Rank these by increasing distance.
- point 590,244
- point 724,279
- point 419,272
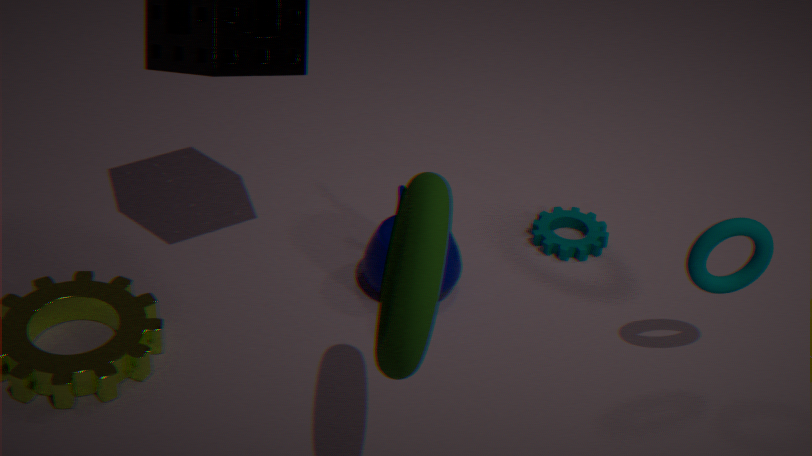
point 419,272
point 724,279
point 590,244
